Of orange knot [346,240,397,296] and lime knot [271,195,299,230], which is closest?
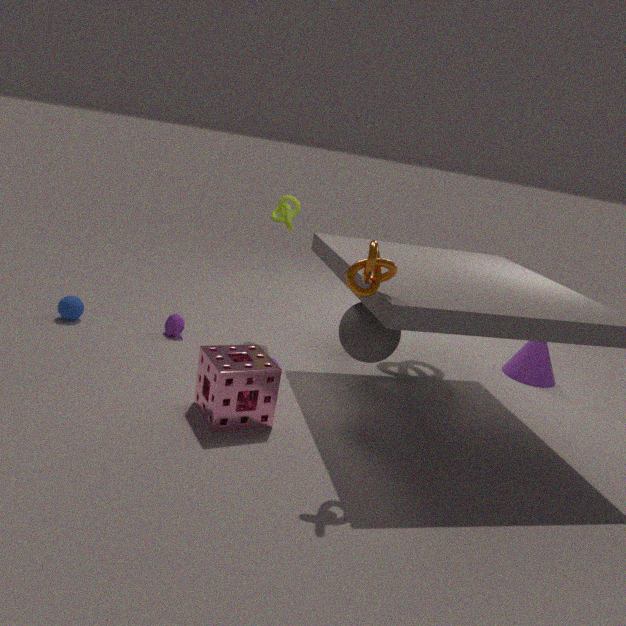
orange knot [346,240,397,296]
